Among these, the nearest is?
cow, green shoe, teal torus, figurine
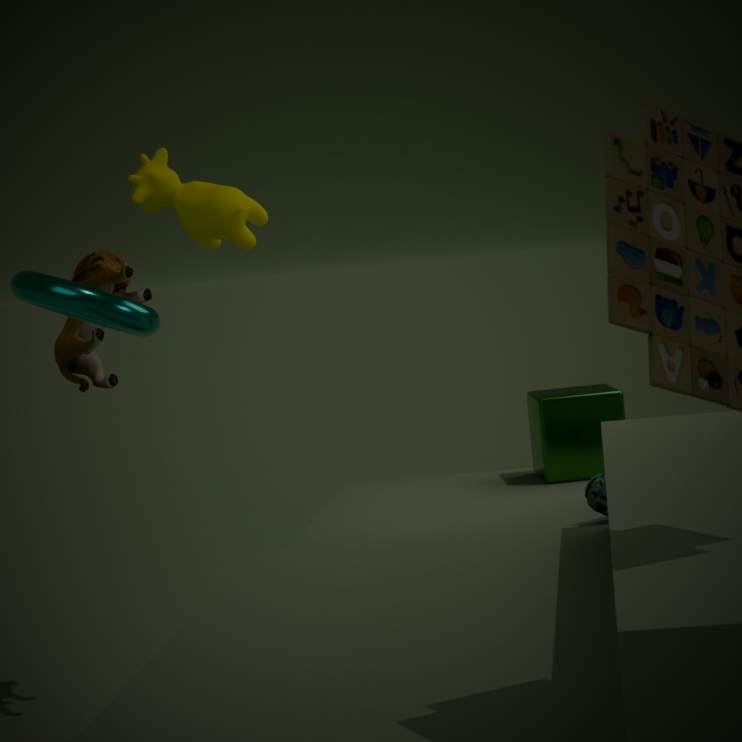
teal torus
